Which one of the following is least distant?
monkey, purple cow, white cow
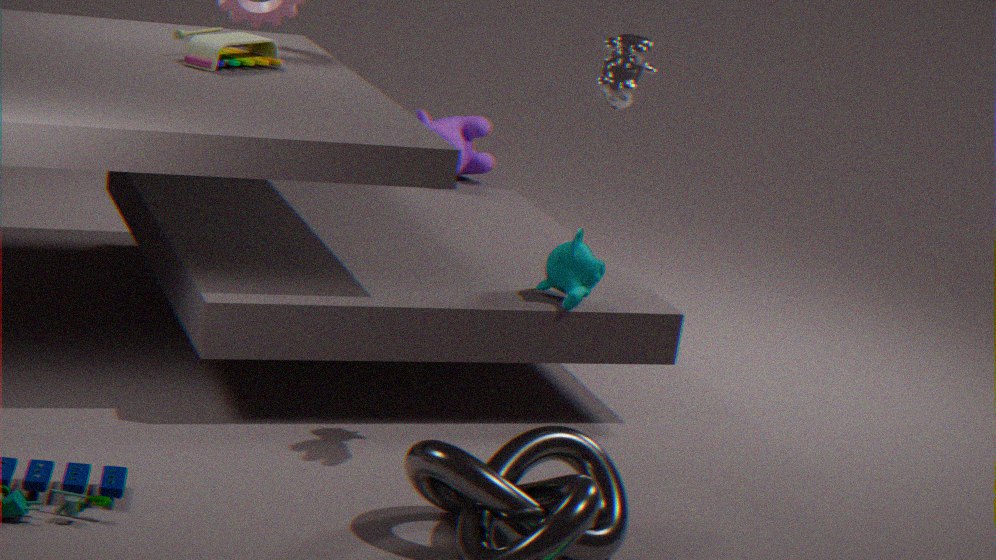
white cow
